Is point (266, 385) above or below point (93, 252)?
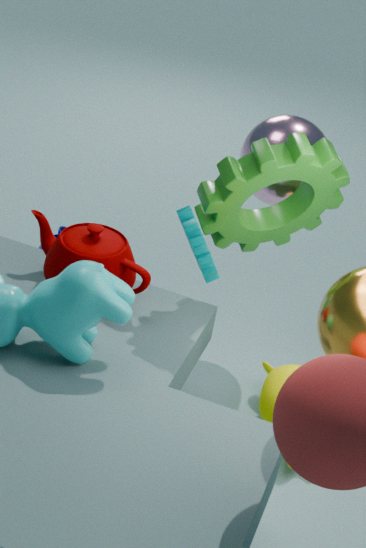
below
